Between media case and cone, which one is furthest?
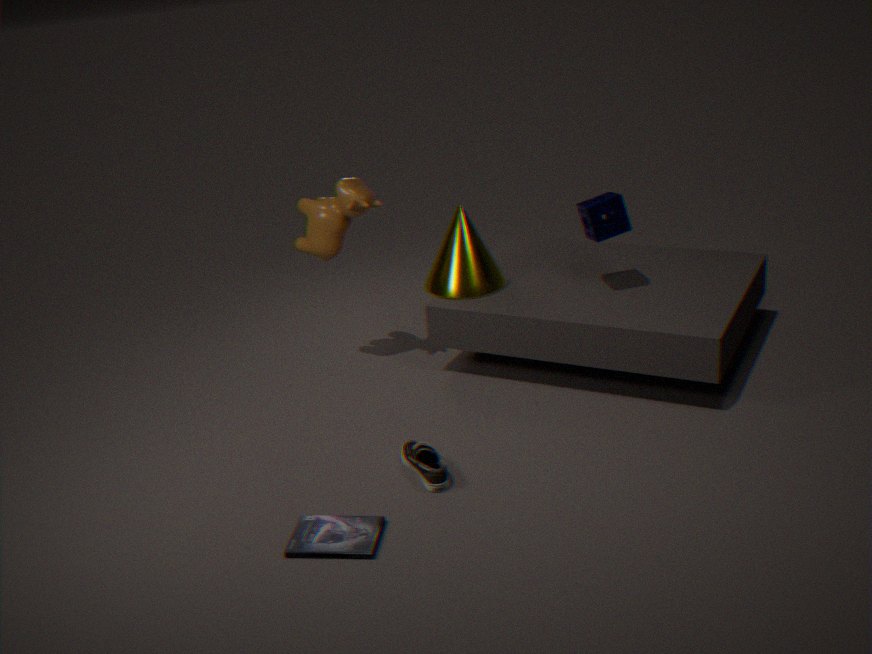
cone
